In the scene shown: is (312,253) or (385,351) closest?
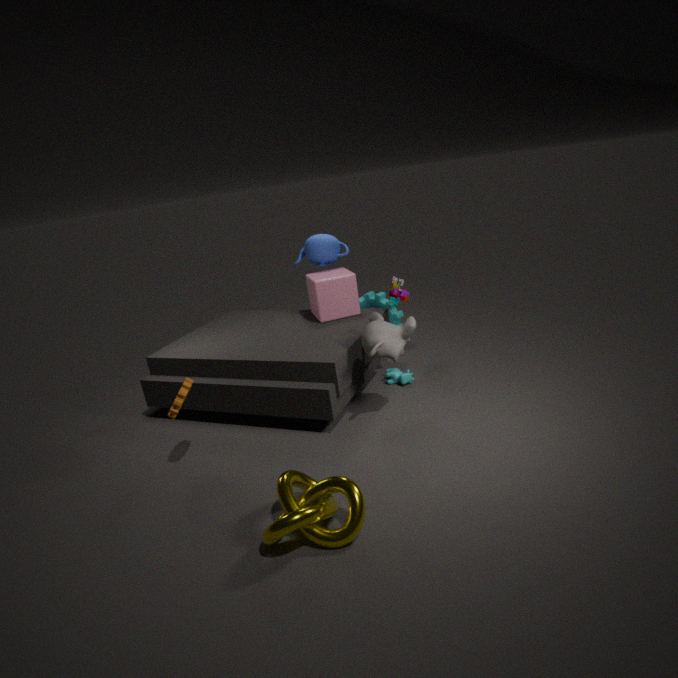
(385,351)
